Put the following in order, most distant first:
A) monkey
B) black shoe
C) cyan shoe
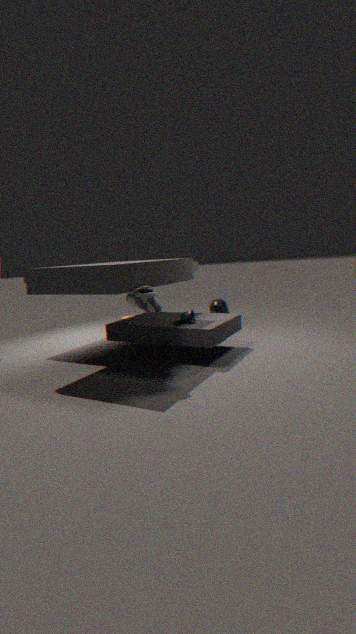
1. monkey
2. cyan shoe
3. black shoe
